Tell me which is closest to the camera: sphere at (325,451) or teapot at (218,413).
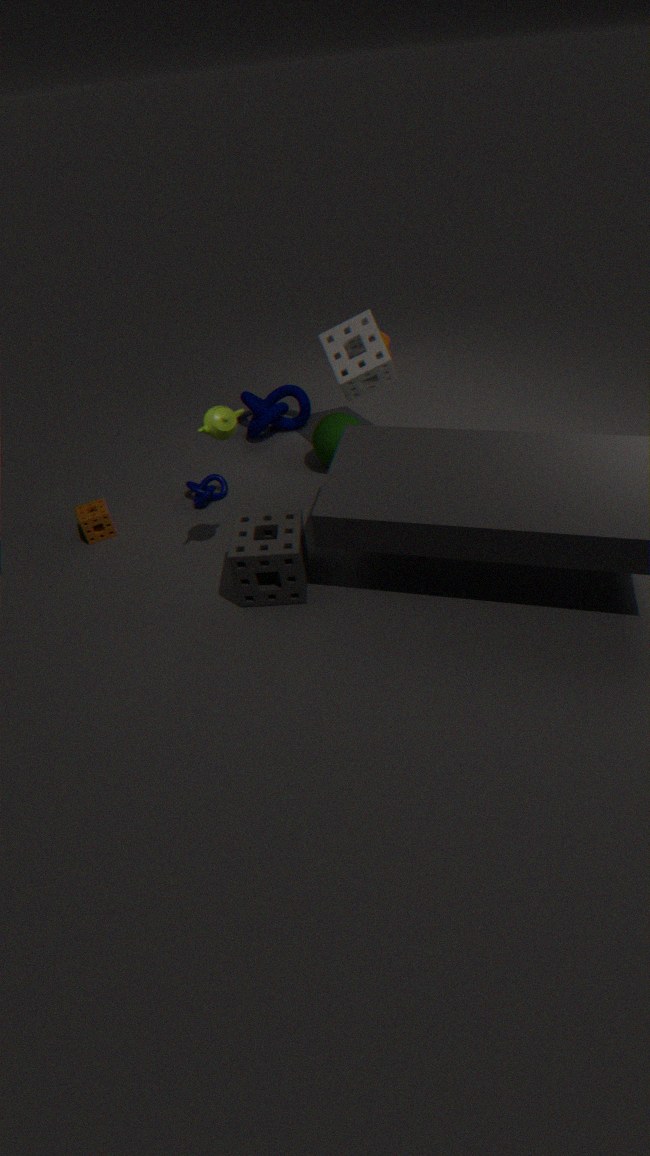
teapot at (218,413)
